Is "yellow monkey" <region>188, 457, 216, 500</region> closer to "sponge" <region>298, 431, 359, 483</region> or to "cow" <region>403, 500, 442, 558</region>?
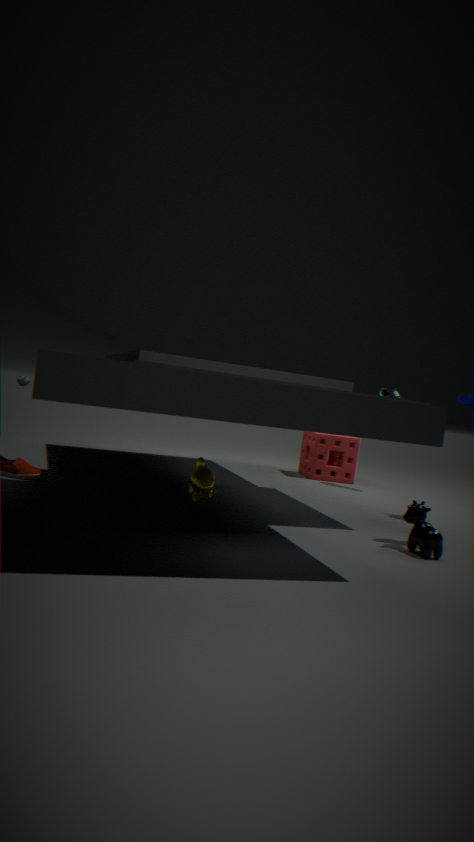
"cow" <region>403, 500, 442, 558</region>
